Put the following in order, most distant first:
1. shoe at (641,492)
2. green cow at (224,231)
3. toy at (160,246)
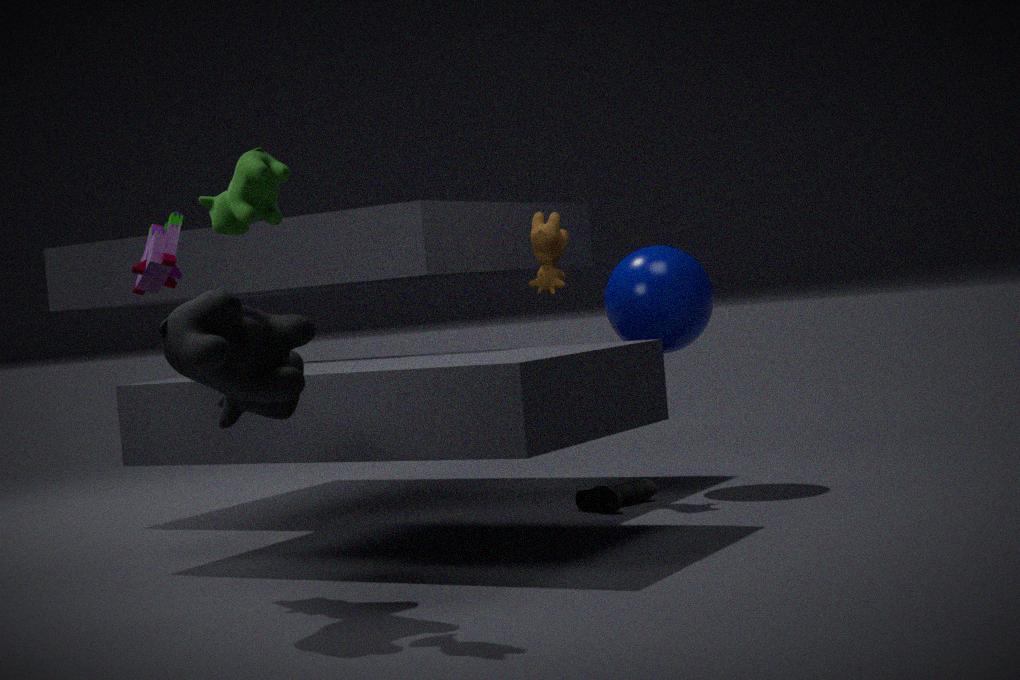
shoe at (641,492)
toy at (160,246)
green cow at (224,231)
